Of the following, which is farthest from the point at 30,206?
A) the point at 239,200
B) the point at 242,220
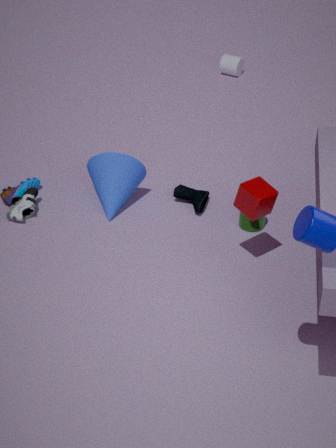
the point at 239,200
